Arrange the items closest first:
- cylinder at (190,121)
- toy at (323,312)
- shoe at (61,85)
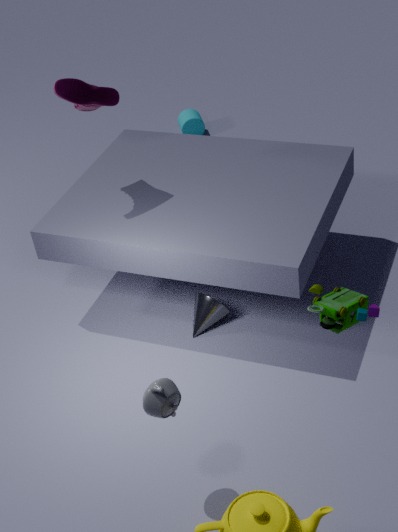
toy at (323,312) → shoe at (61,85) → cylinder at (190,121)
